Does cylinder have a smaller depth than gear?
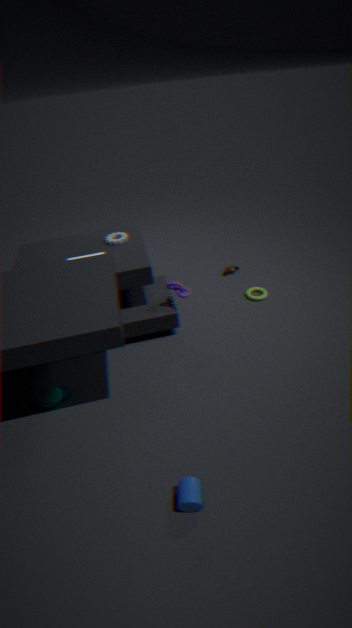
Yes
